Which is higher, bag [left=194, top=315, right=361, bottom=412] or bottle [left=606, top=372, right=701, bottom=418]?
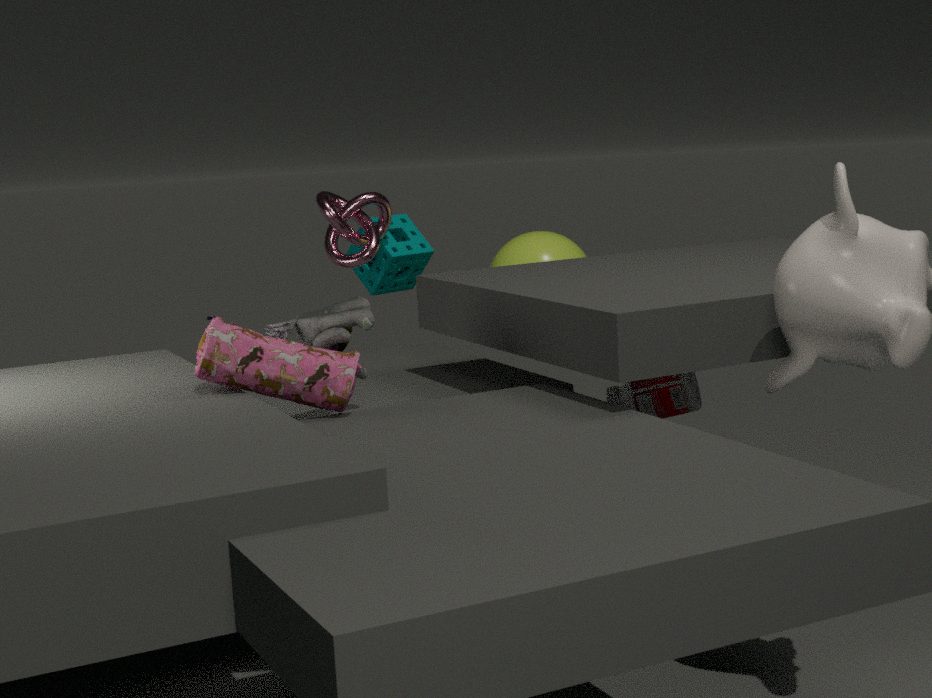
bag [left=194, top=315, right=361, bottom=412]
